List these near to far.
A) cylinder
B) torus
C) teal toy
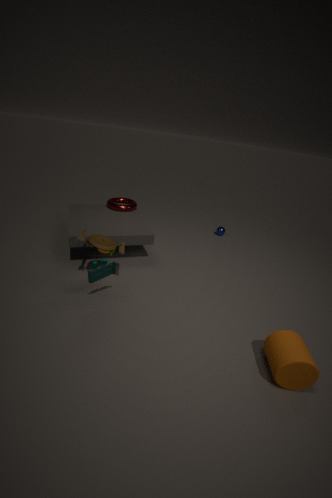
1. cylinder
2. teal toy
3. torus
